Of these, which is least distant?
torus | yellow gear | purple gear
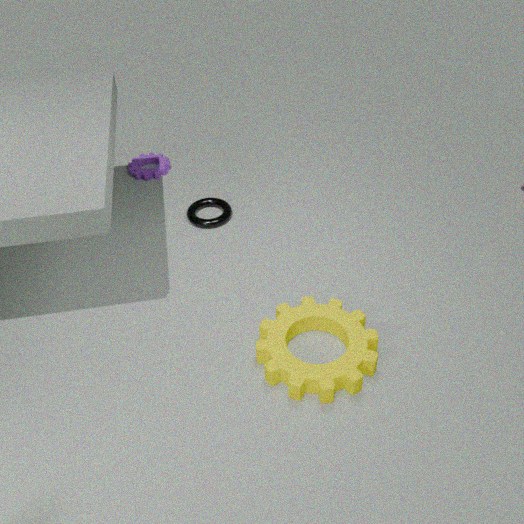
yellow gear
